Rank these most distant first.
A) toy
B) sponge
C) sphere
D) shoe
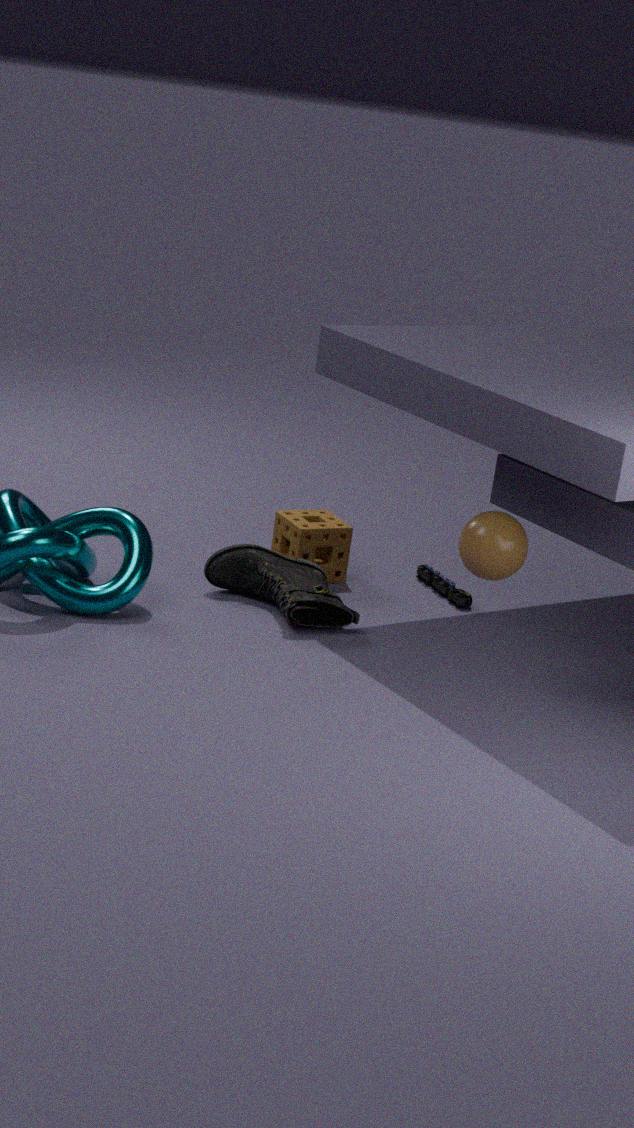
toy → sponge → shoe → sphere
